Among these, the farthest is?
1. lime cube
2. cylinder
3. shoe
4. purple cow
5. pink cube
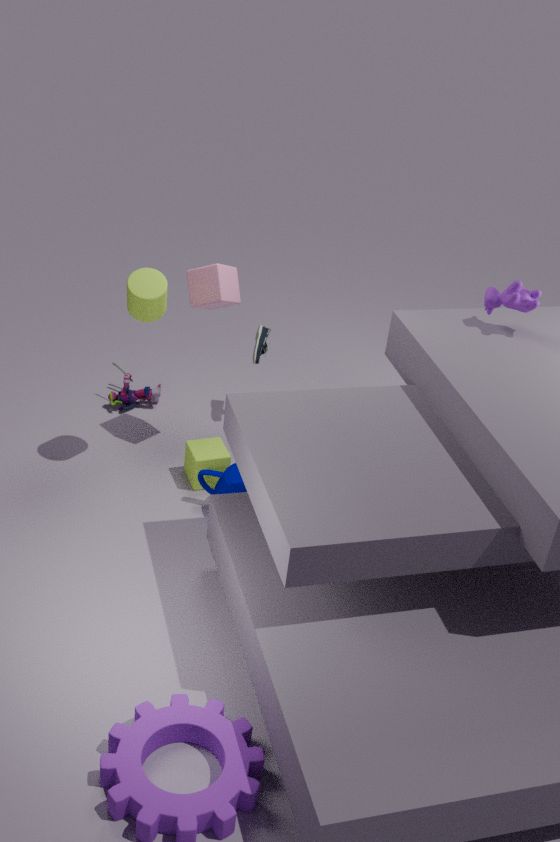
shoe
